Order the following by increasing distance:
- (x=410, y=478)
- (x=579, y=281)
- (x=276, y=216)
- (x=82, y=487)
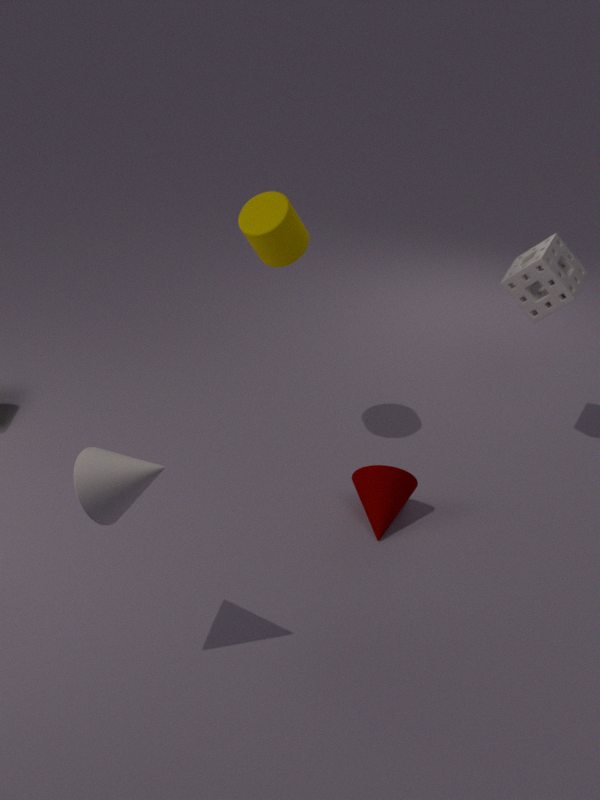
(x=82, y=487), (x=276, y=216), (x=410, y=478), (x=579, y=281)
